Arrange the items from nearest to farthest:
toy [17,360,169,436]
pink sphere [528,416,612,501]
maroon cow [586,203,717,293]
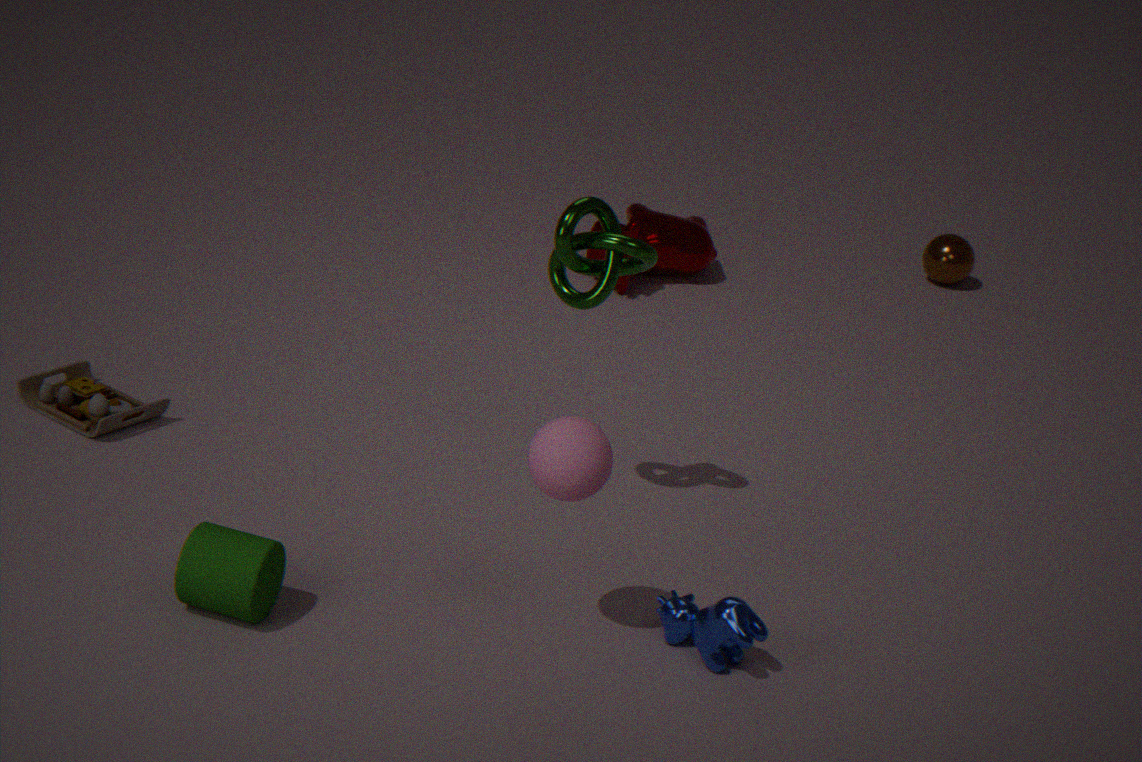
1. pink sphere [528,416,612,501]
2. toy [17,360,169,436]
3. maroon cow [586,203,717,293]
